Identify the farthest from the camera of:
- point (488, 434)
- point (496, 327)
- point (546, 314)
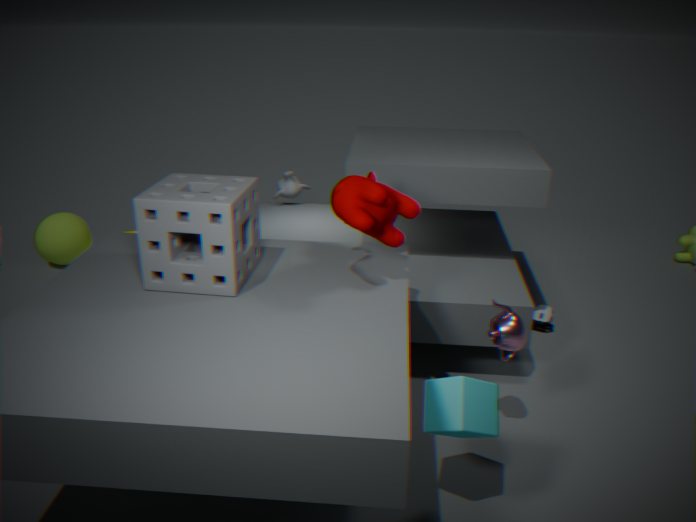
point (546, 314)
